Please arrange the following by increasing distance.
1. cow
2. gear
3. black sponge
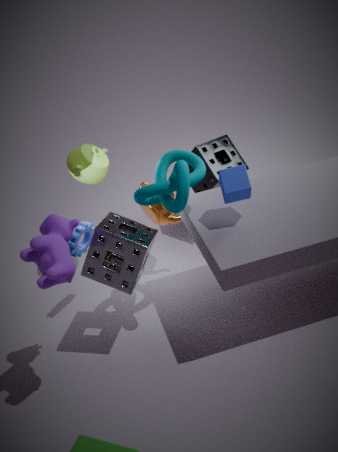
cow, gear, black sponge
